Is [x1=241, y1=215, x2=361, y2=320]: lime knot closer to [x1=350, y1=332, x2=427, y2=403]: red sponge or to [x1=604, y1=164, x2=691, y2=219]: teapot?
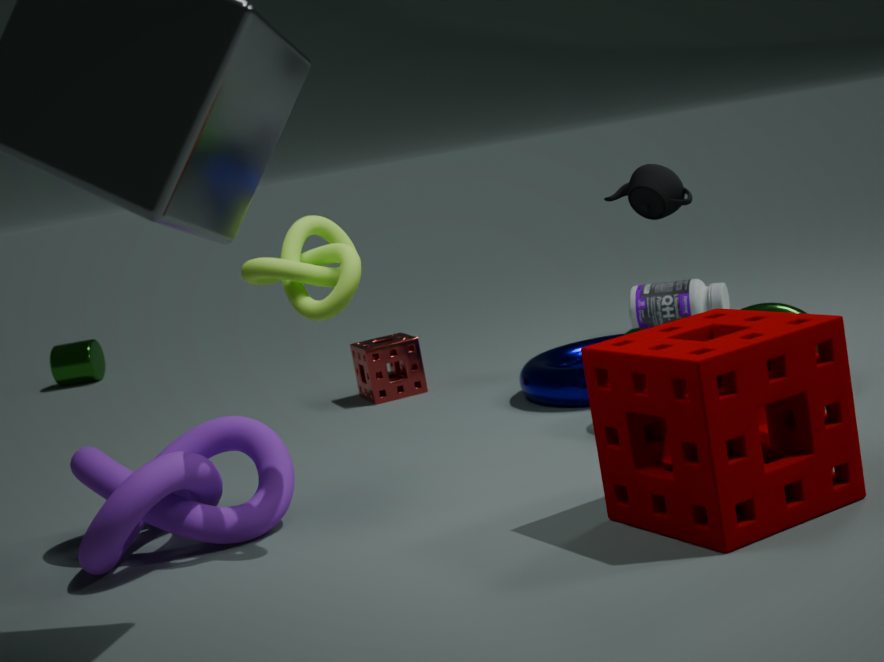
[x1=604, y1=164, x2=691, y2=219]: teapot
